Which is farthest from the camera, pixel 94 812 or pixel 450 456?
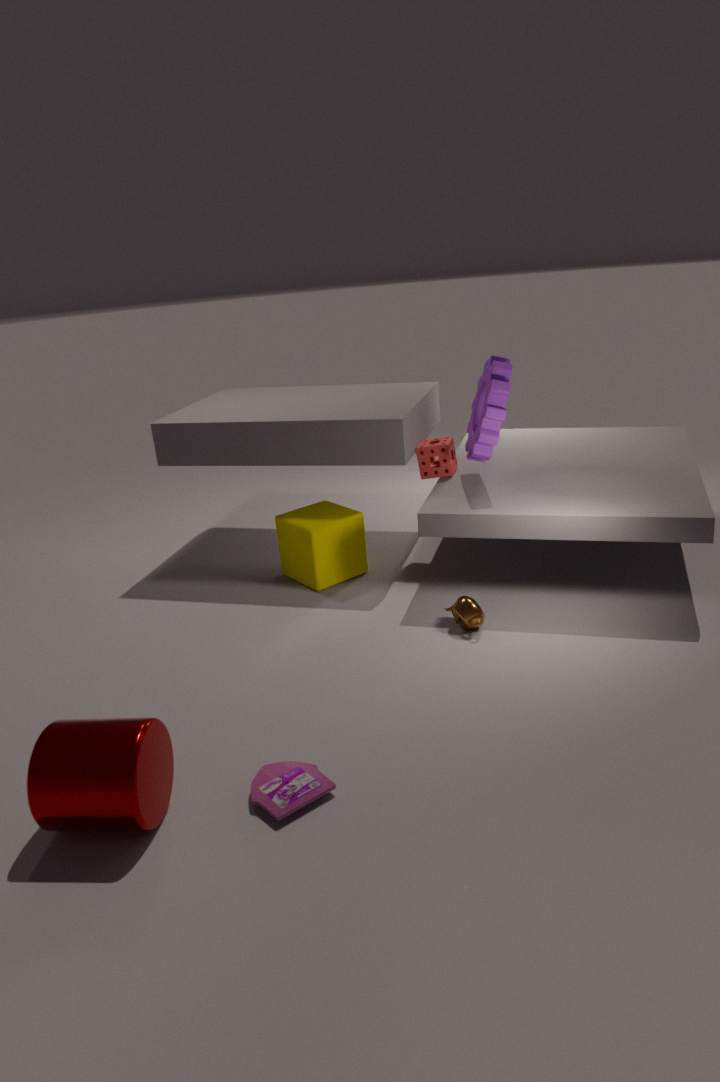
pixel 450 456
